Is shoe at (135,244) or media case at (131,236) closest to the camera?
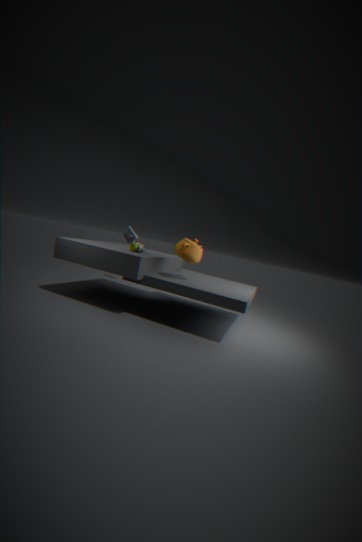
shoe at (135,244)
